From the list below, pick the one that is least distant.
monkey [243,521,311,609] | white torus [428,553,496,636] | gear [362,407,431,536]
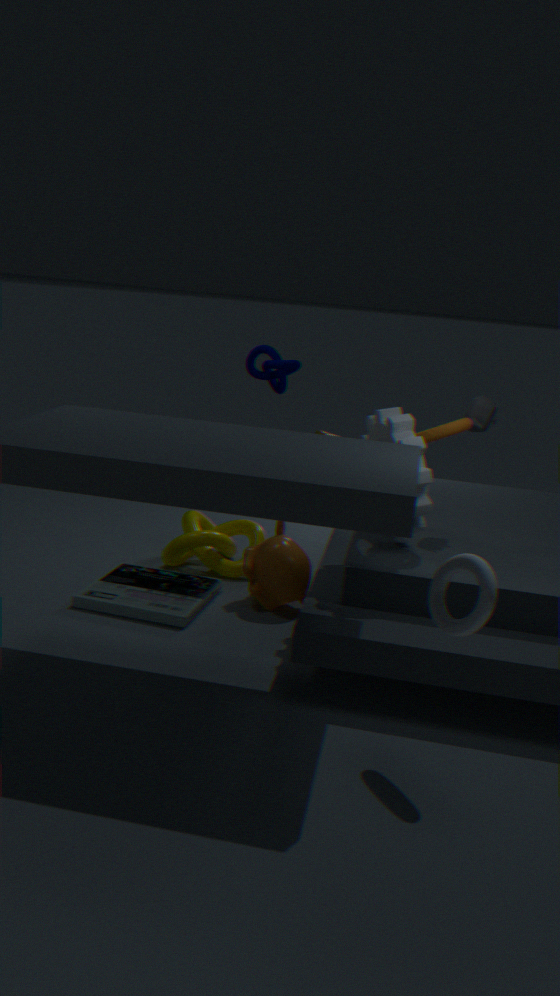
white torus [428,553,496,636]
